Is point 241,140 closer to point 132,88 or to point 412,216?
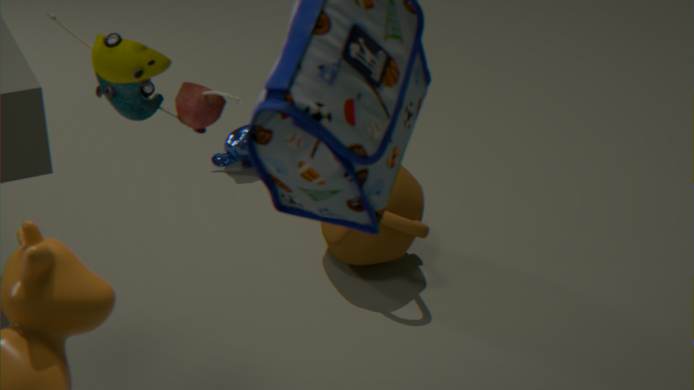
point 412,216
